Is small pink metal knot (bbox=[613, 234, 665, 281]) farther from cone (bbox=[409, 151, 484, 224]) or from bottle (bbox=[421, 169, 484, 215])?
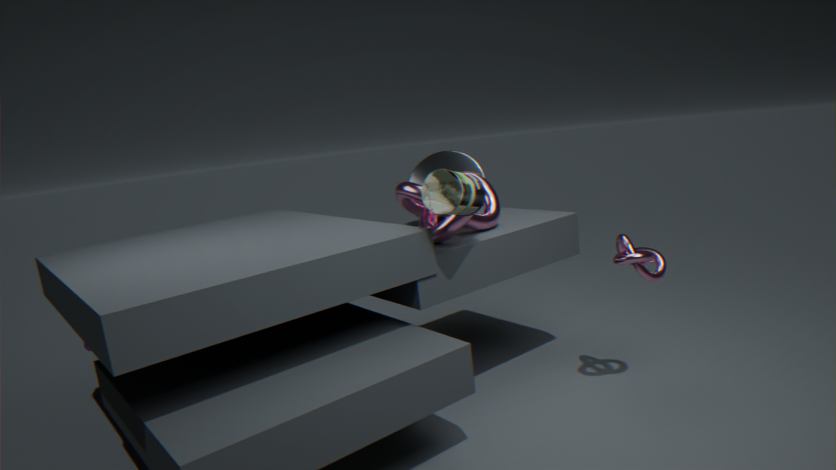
cone (bbox=[409, 151, 484, 224])
